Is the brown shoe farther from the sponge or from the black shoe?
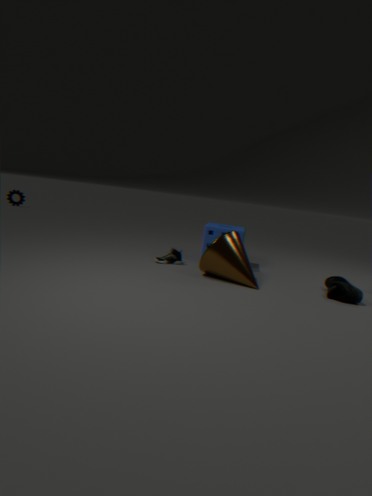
the black shoe
